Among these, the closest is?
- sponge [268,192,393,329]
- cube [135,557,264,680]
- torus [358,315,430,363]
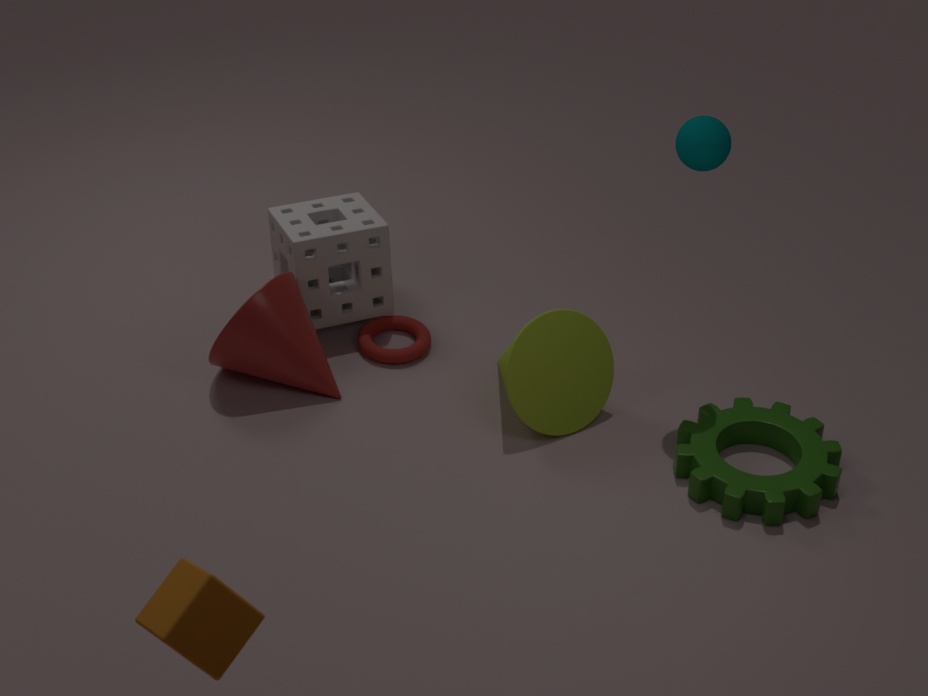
cube [135,557,264,680]
